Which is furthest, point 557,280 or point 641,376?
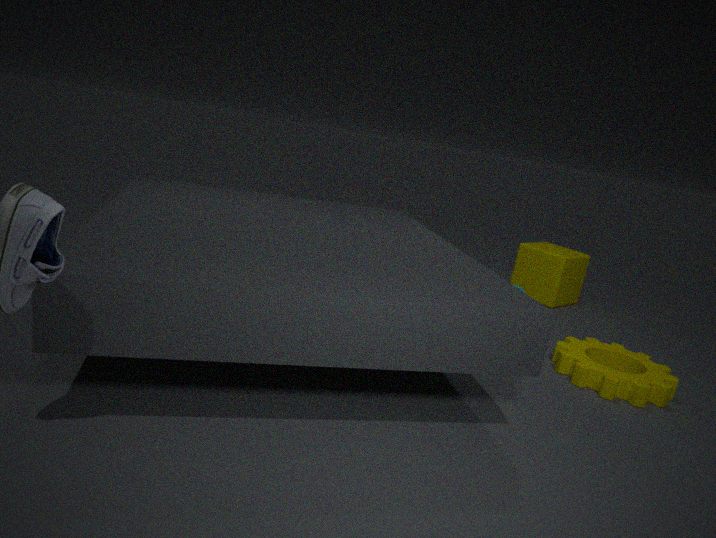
point 557,280
